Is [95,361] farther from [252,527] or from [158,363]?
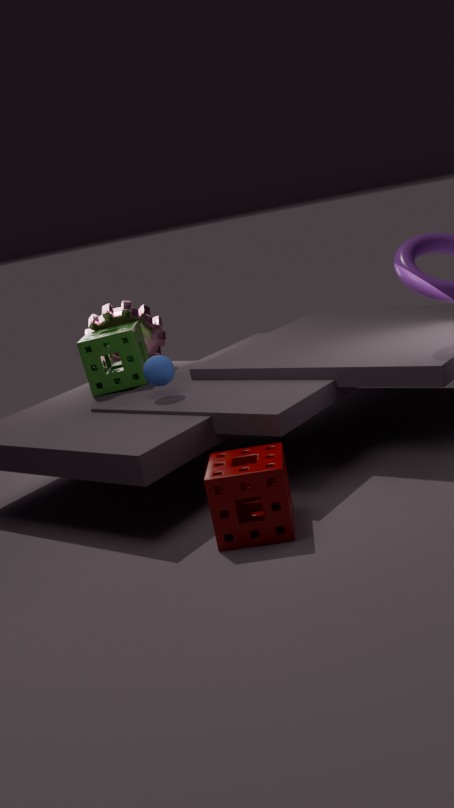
[252,527]
